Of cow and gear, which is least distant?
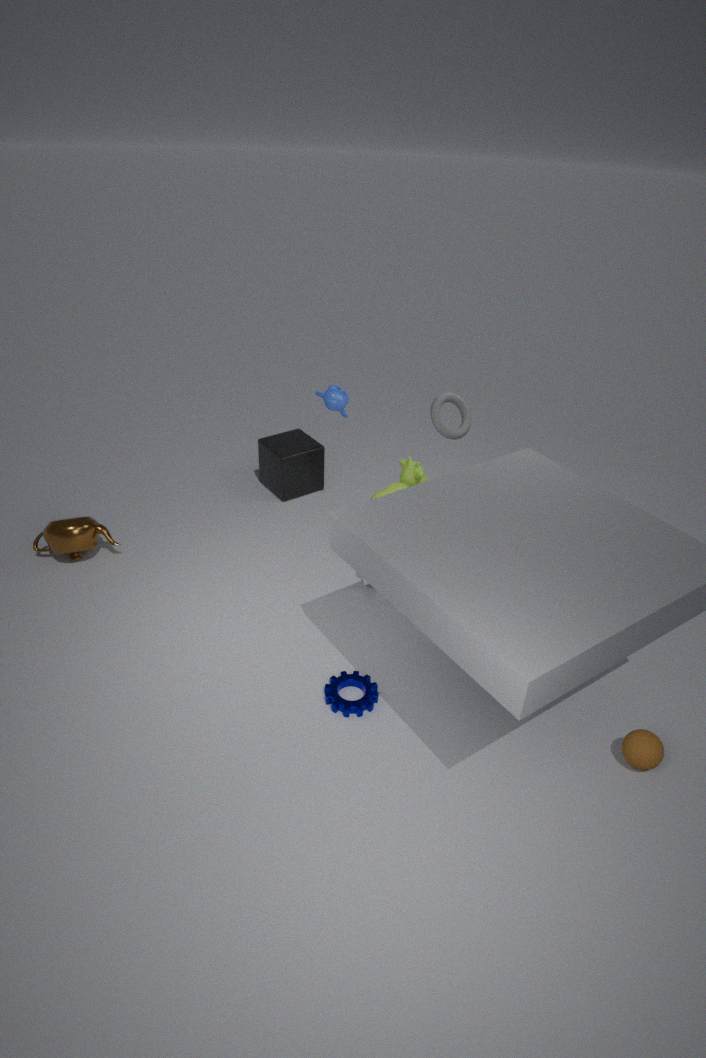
gear
